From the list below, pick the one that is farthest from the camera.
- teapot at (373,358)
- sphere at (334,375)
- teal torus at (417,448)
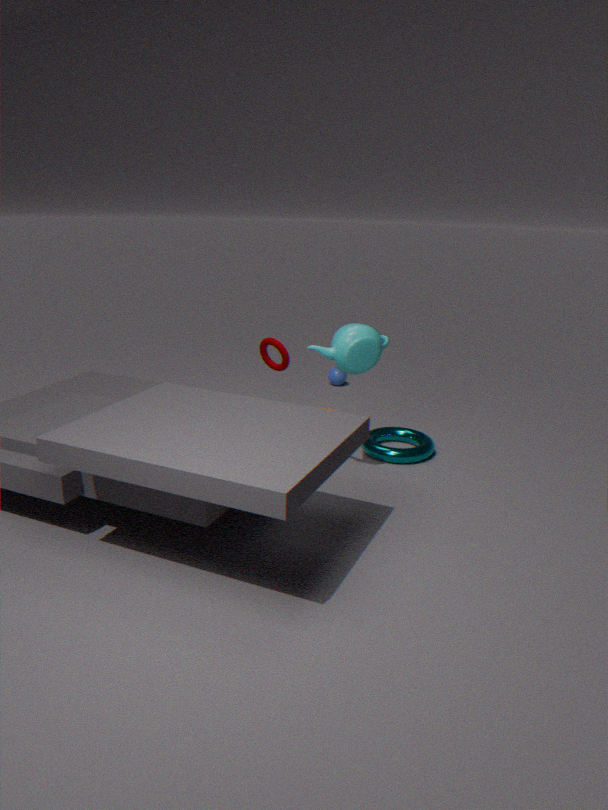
sphere at (334,375)
